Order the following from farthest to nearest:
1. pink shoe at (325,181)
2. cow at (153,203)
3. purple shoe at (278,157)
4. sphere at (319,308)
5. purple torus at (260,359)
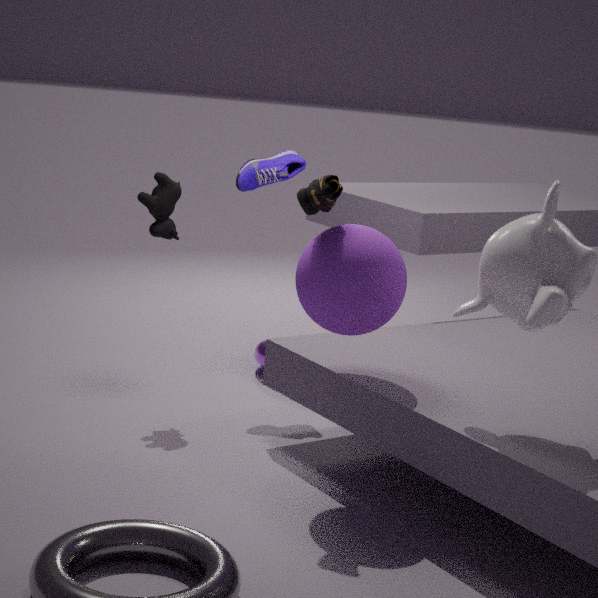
purple torus at (260,359), purple shoe at (278,157), cow at (153,203), pink shoe at (325,181), sphere at (319,308)
